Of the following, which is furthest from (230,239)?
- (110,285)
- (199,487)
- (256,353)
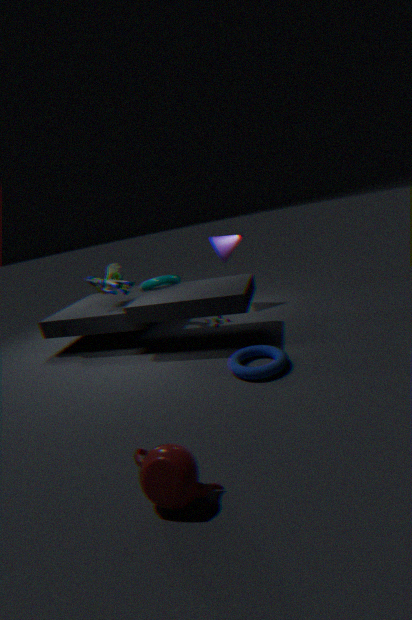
(199,487)
